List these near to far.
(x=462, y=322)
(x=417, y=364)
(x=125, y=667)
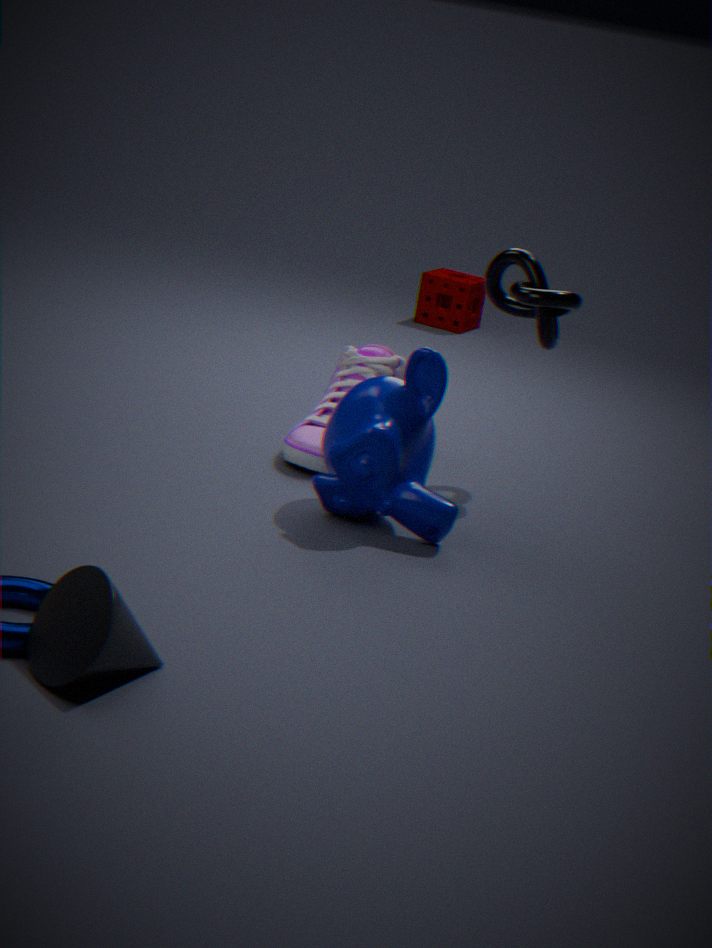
1. (x=125, y=667)
2. (x=417, y=364)
3. (x=462, y=322)
